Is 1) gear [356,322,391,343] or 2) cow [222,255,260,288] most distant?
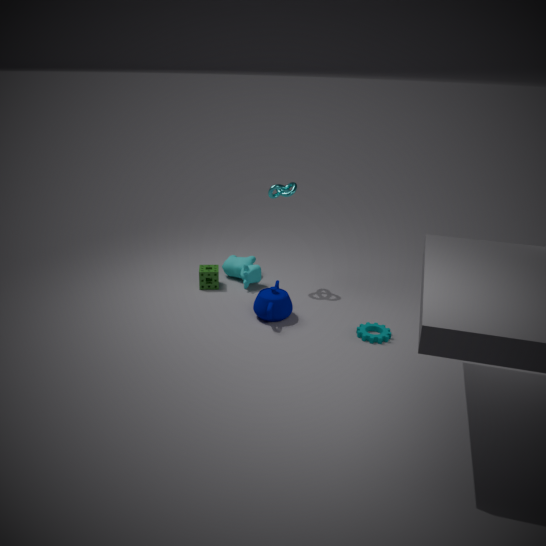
2. cow [222,255,260,288]
